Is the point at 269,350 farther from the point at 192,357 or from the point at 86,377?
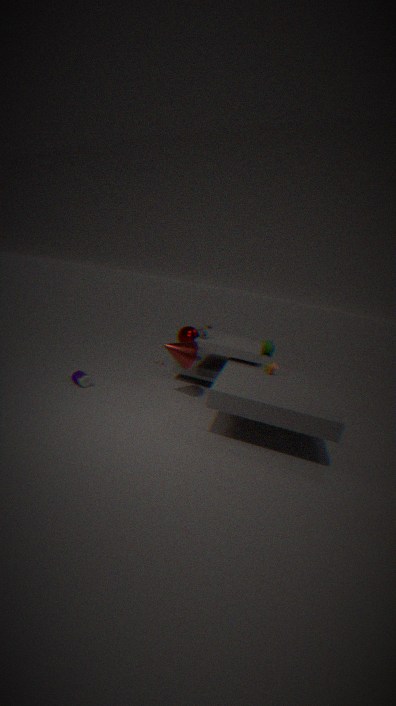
the point at 86,377
